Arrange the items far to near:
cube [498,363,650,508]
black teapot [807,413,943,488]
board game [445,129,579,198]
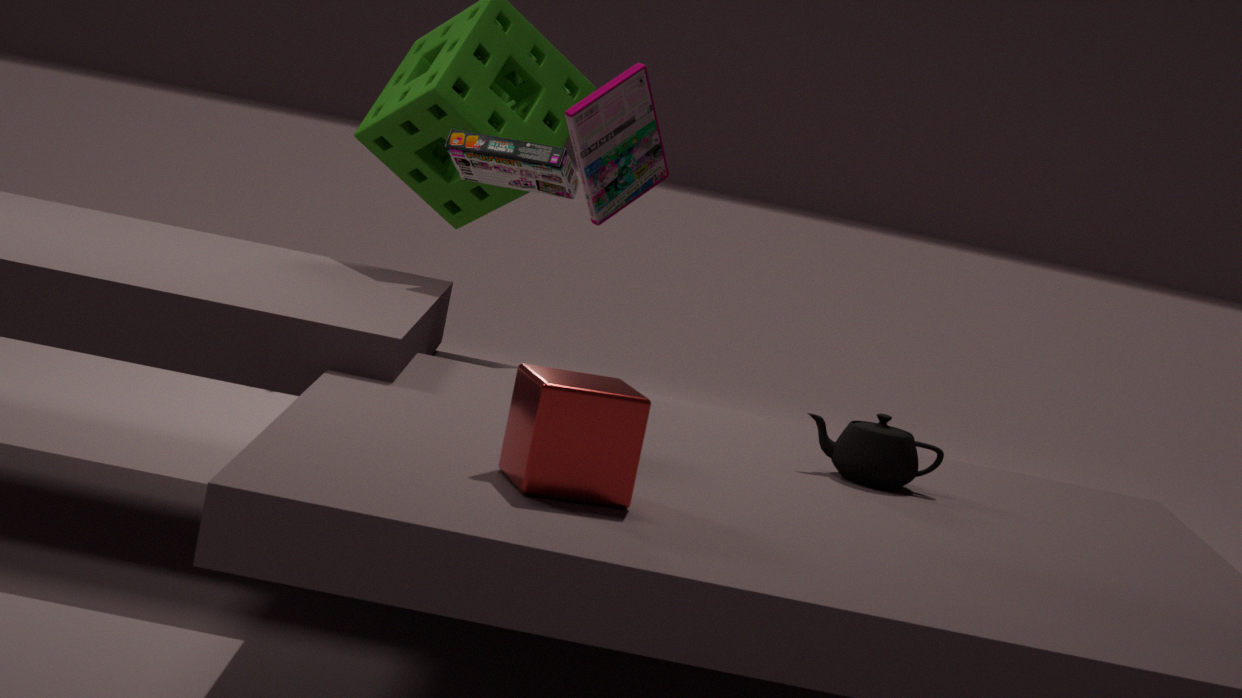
board game [445,129,579,198] < black teapot [807,413,943,488] < cube [498,363,650,508]
